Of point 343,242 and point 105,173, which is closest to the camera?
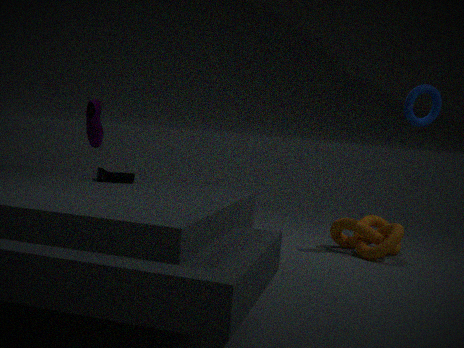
point 105,173
